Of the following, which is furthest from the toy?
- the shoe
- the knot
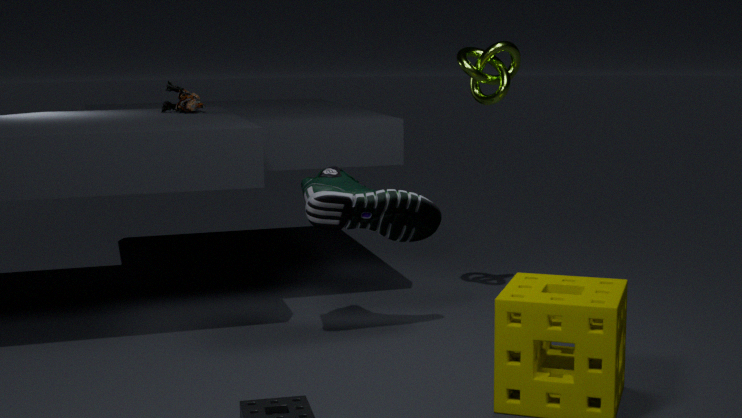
the knot
